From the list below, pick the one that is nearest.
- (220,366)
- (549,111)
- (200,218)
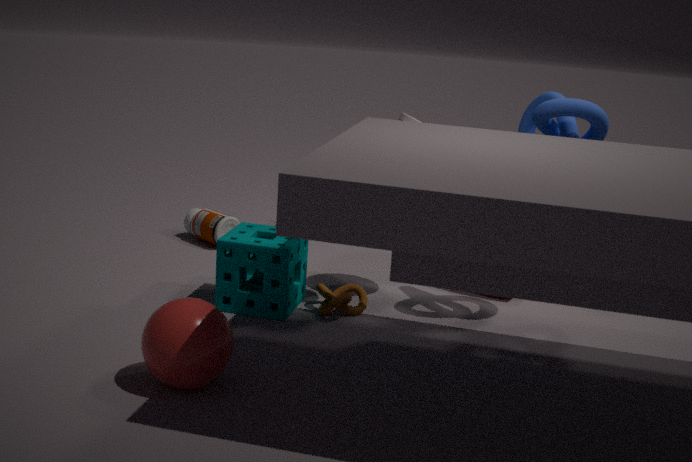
(220,366)
